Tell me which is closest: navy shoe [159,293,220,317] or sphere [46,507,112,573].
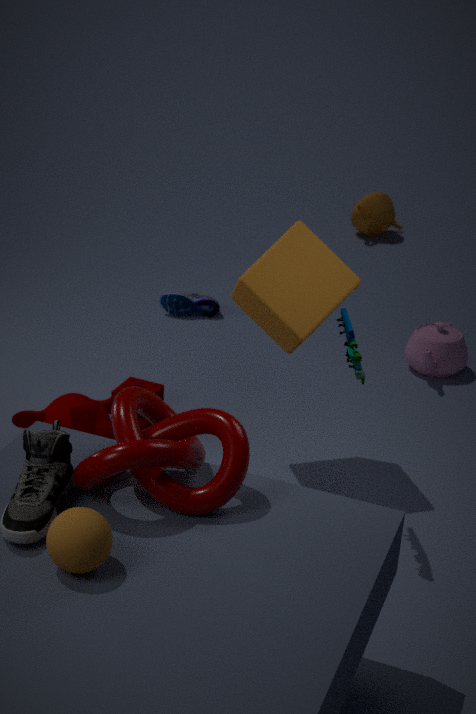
sphere [46,507,112,573]
